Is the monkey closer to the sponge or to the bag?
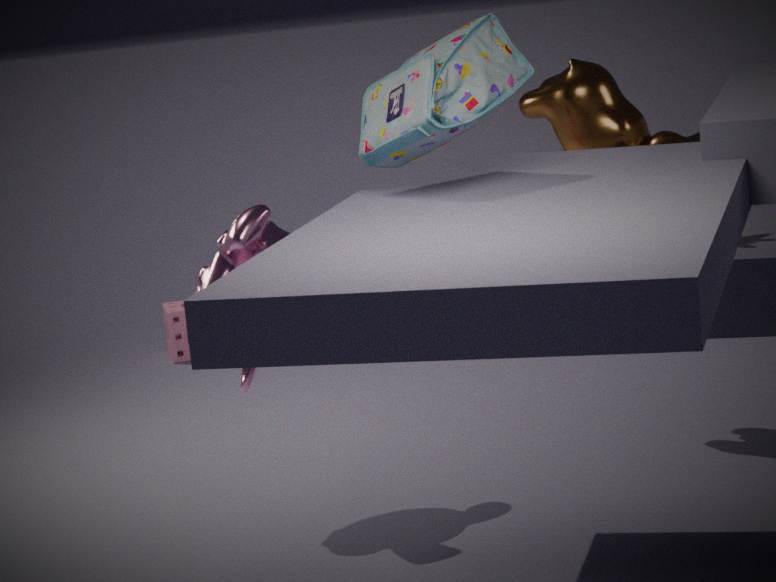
the bag
